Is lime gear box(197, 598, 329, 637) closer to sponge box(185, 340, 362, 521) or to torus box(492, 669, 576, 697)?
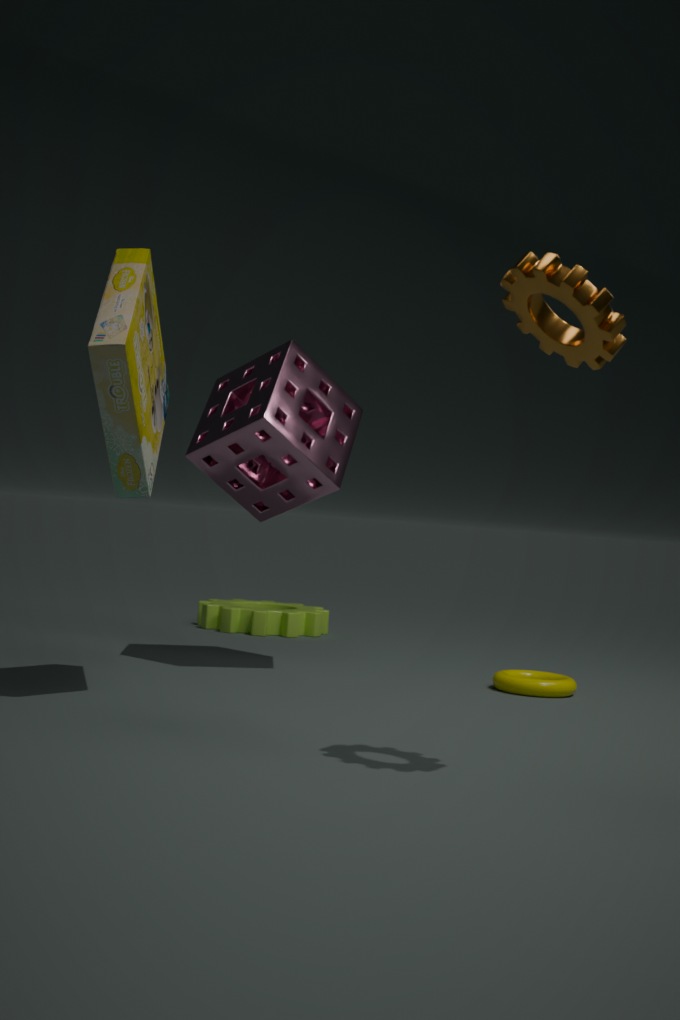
sponge box(185, 340, 362, 521)
